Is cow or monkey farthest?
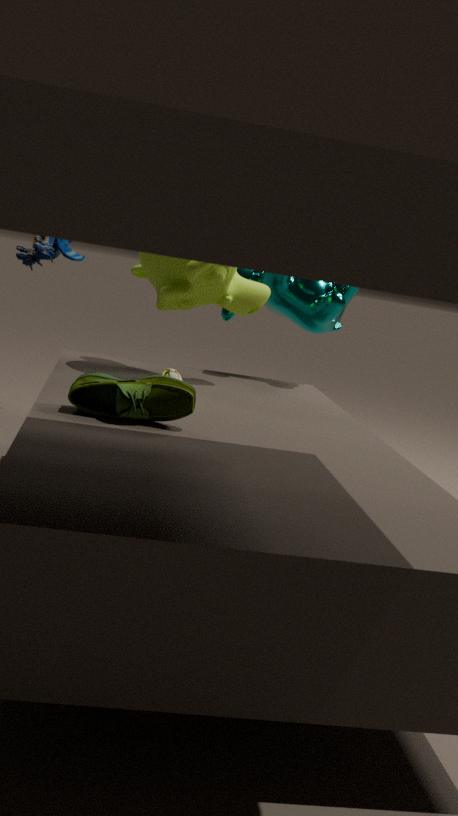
cow
